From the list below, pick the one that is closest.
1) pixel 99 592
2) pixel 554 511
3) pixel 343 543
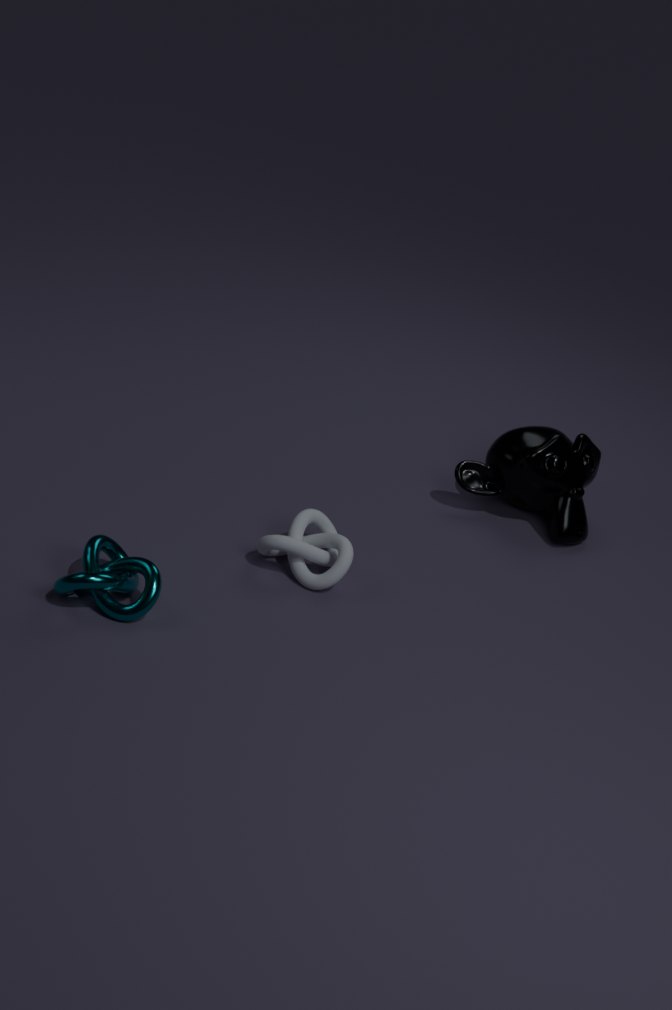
1. pixel 99 592
